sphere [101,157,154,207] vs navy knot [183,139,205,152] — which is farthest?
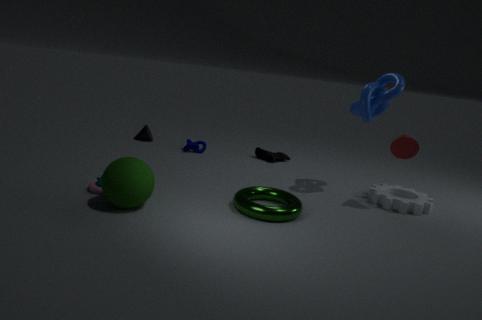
navy knot [183,139,205,152]
